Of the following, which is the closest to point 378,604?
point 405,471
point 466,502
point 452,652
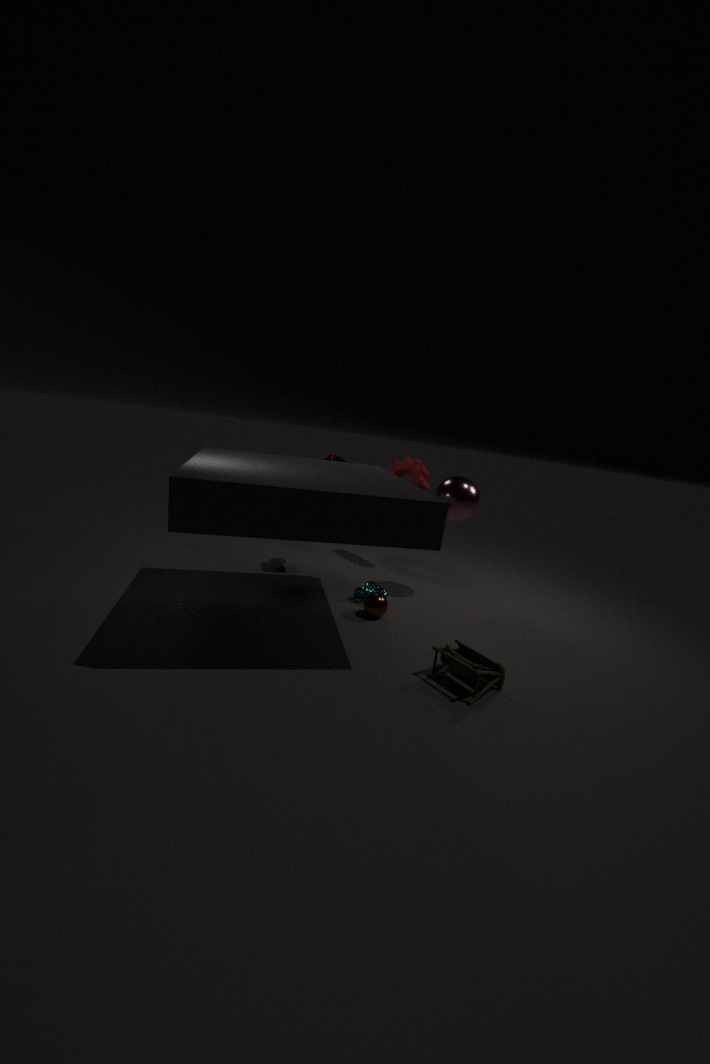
point 452,652
